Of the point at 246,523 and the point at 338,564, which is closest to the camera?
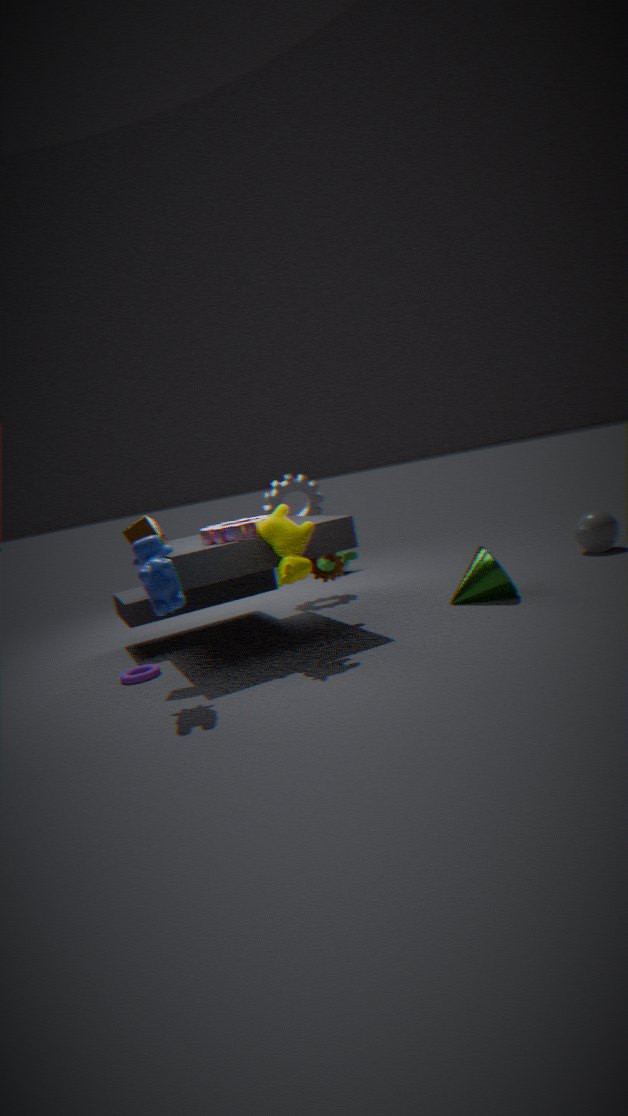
the point at 246,523
